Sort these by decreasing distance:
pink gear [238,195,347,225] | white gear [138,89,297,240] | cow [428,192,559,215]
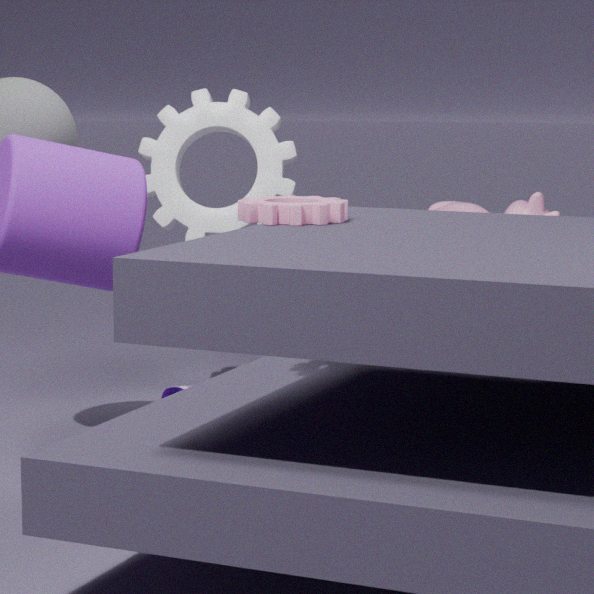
white gear [138,89,297,240] → cow [428,192,559,215] → pink gear [238,195,347,225]
